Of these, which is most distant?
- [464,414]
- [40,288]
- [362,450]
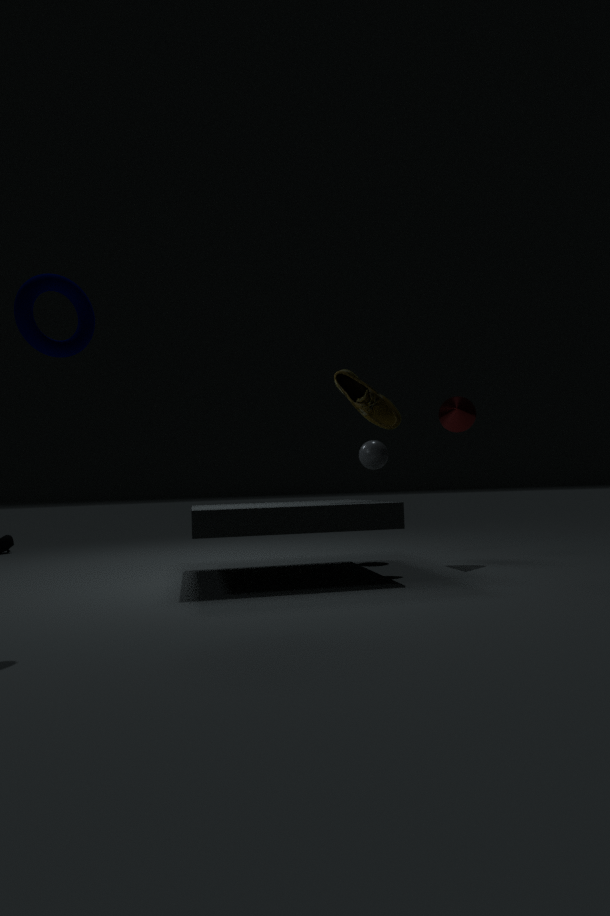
[362,450]
